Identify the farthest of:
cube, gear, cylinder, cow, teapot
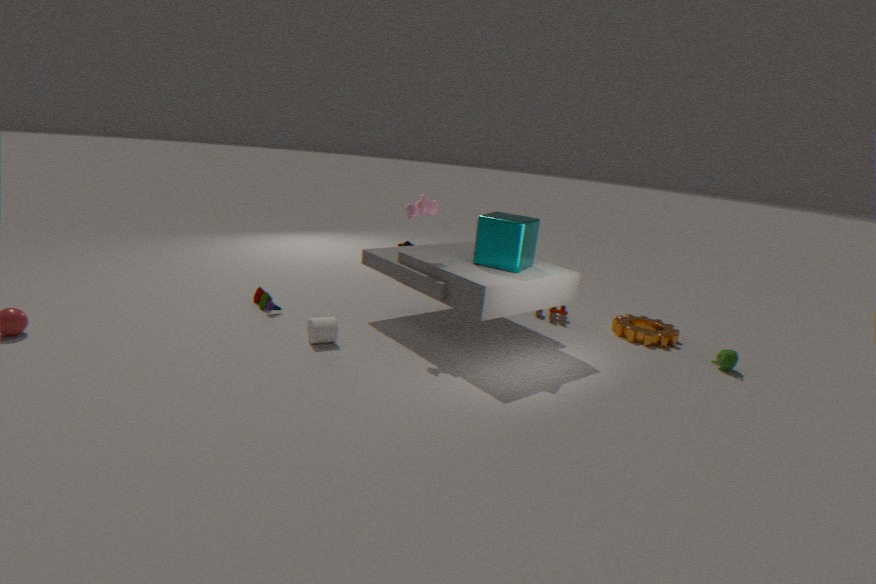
gear
